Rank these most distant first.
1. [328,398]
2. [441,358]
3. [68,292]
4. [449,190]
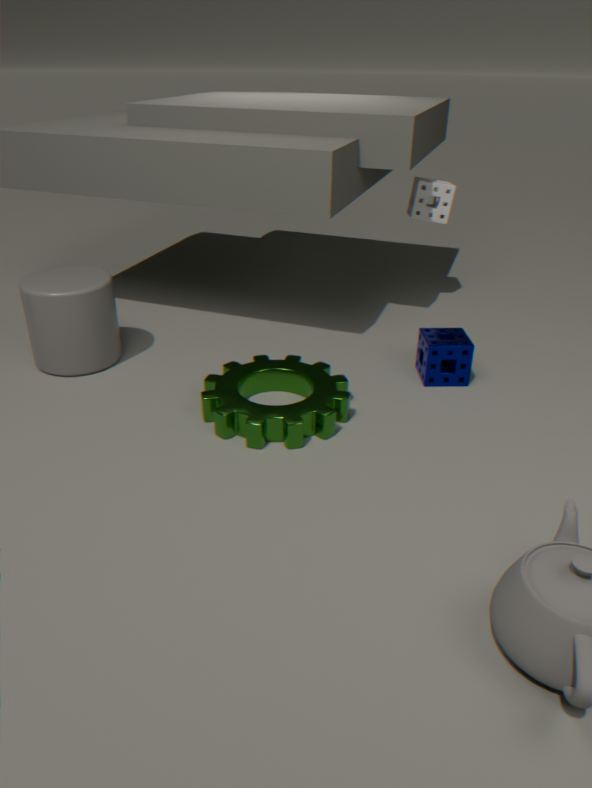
1. [449,190]
2. [441,358]
3. [68,292]
4. [328,398]
